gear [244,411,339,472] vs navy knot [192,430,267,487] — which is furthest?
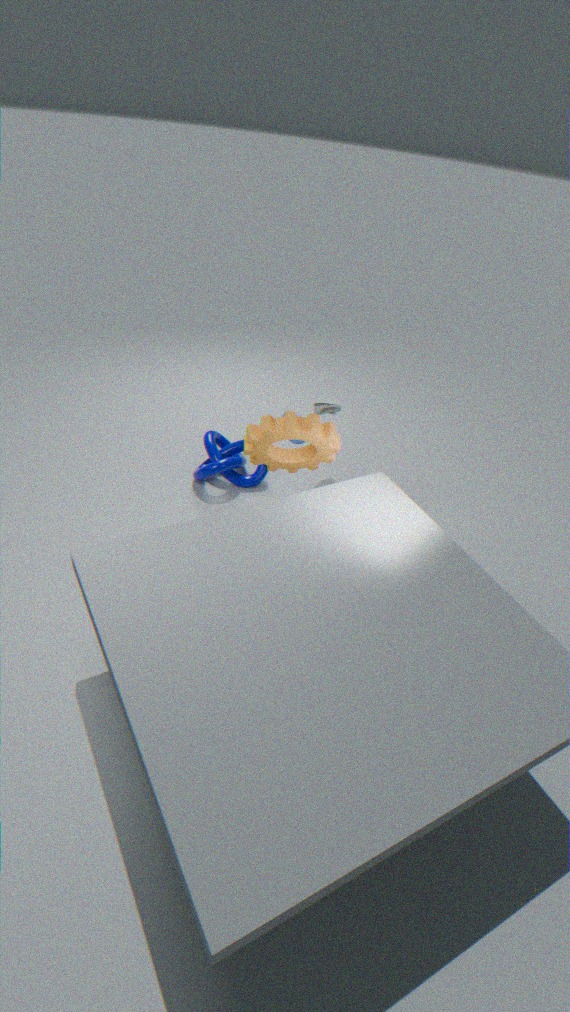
navy knot [192,430,267,487]
